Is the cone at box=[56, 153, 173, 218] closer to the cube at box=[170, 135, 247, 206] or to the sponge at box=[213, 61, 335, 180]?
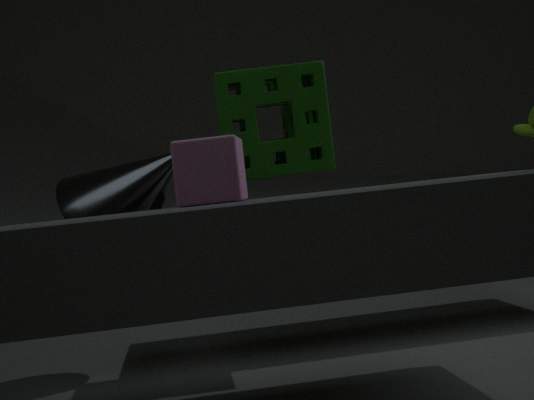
the sponge at box=[213, 61, 335, 180]
